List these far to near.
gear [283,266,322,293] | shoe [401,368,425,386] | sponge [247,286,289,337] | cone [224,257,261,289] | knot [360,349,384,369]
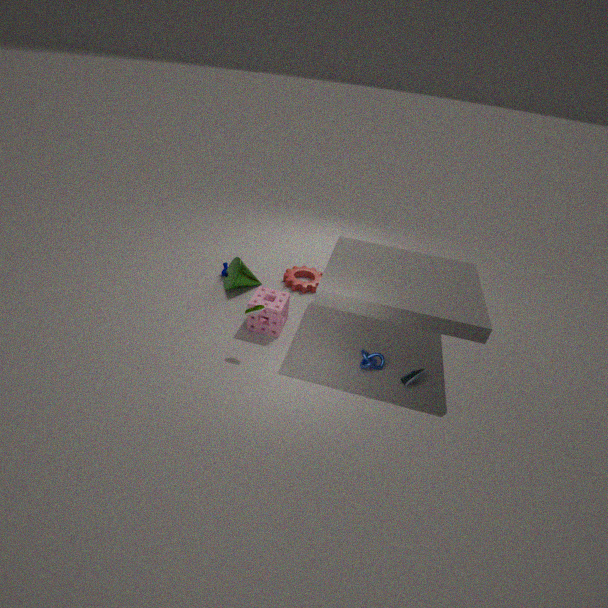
gear [283,266,322,293] → cone [224,257,261,289] → sponge [247,286,289,337] → knot [360,349,384,369] → shoe [401,368,425,386]
